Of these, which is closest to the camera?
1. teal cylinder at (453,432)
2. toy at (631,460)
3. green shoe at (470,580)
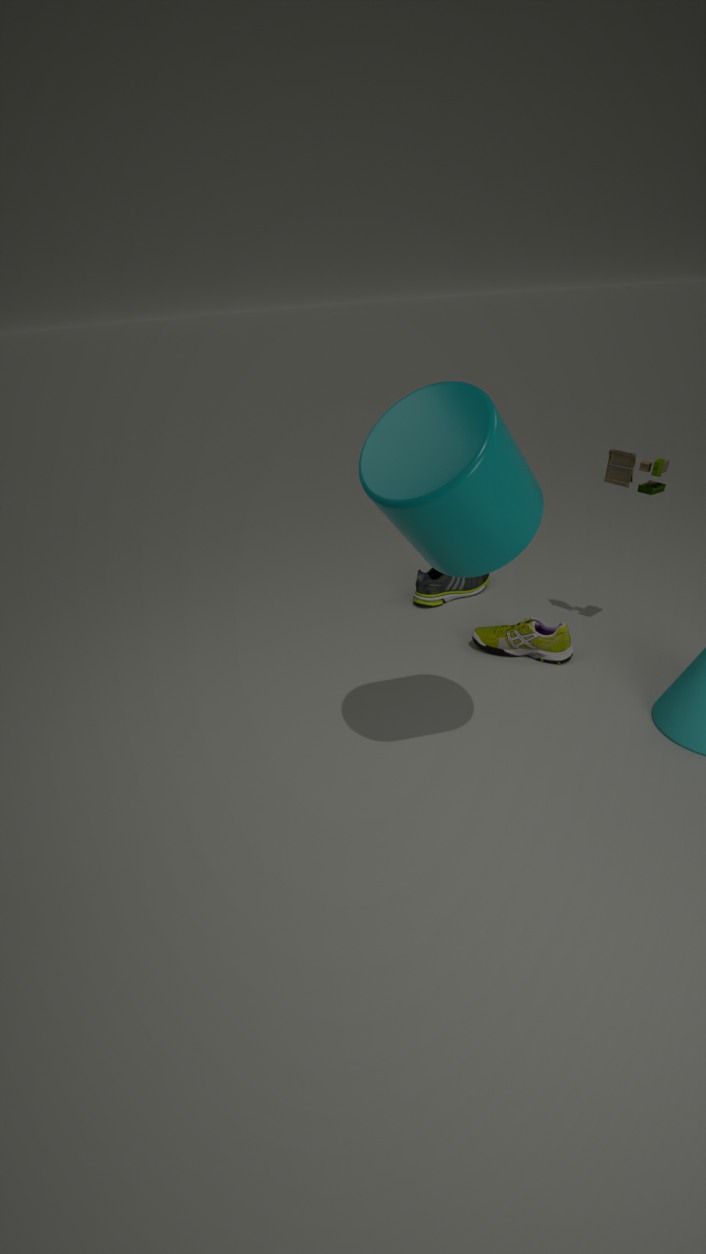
teal cylinder at (453,432)
